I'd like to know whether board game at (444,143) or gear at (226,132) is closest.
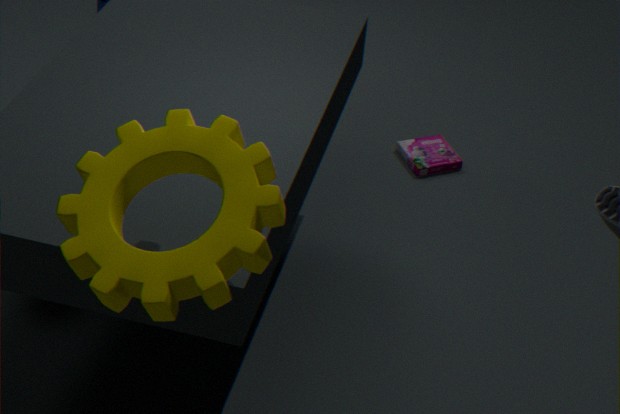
gear at (226,132)
